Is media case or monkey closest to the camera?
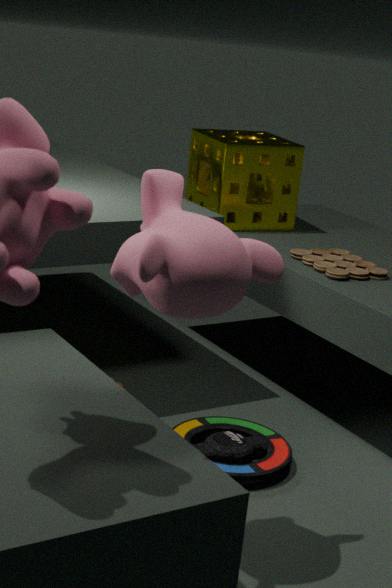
monkey
